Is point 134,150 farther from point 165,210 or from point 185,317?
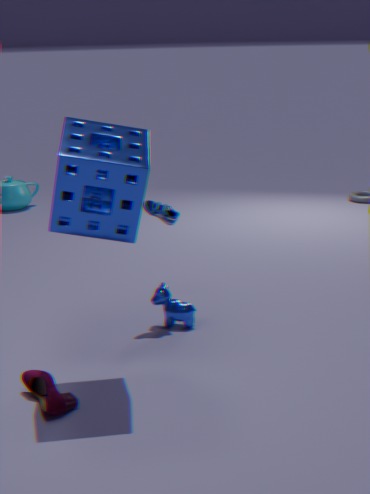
point 185,317
